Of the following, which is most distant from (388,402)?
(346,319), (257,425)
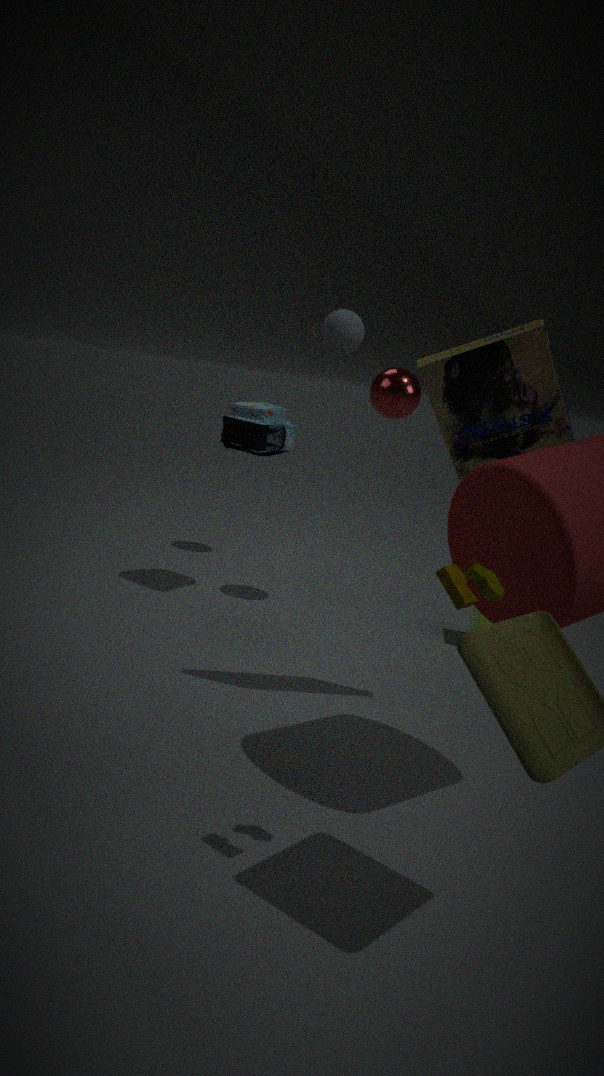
(346,319)
